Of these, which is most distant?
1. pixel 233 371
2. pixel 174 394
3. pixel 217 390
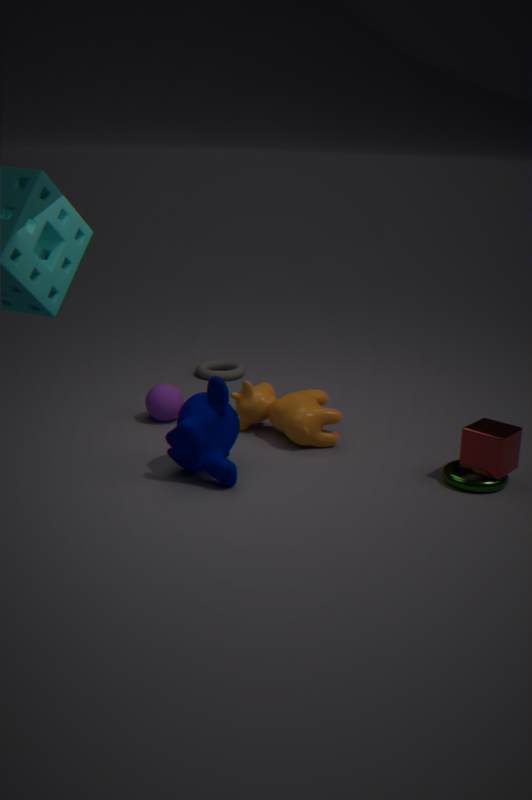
pixel 233 371
